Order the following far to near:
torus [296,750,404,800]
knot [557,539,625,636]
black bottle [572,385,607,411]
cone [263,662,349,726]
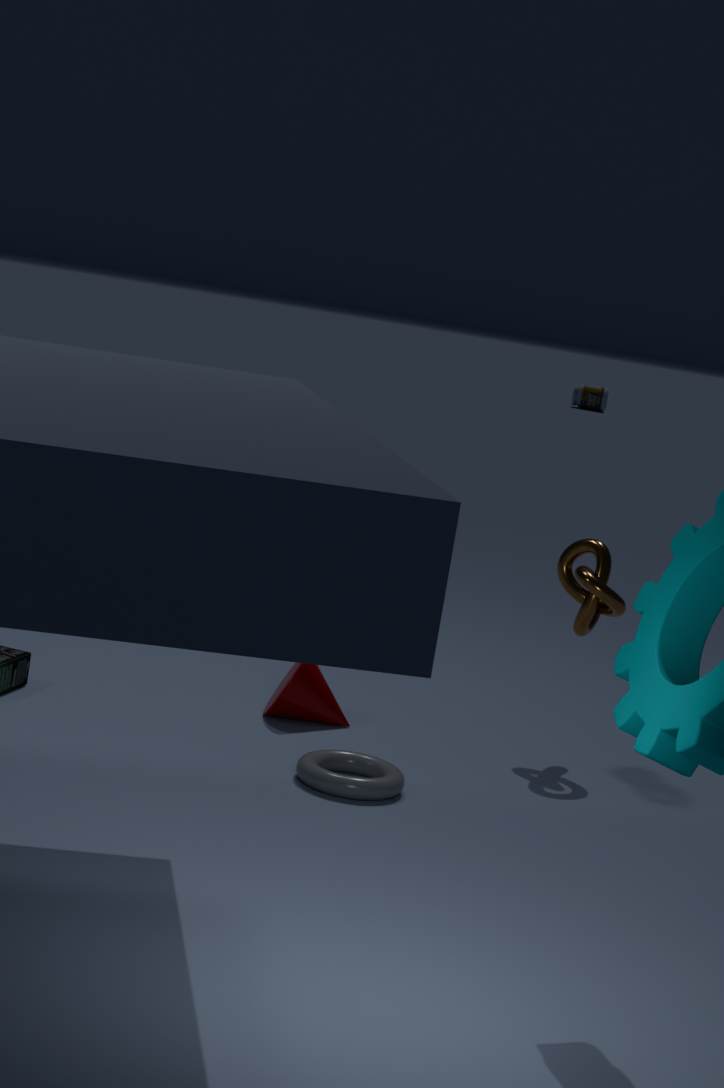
black bottle [572,385,607,411], cone [263,662,349,726], knot [557,539,625,636], torus [296,750,404,800]
